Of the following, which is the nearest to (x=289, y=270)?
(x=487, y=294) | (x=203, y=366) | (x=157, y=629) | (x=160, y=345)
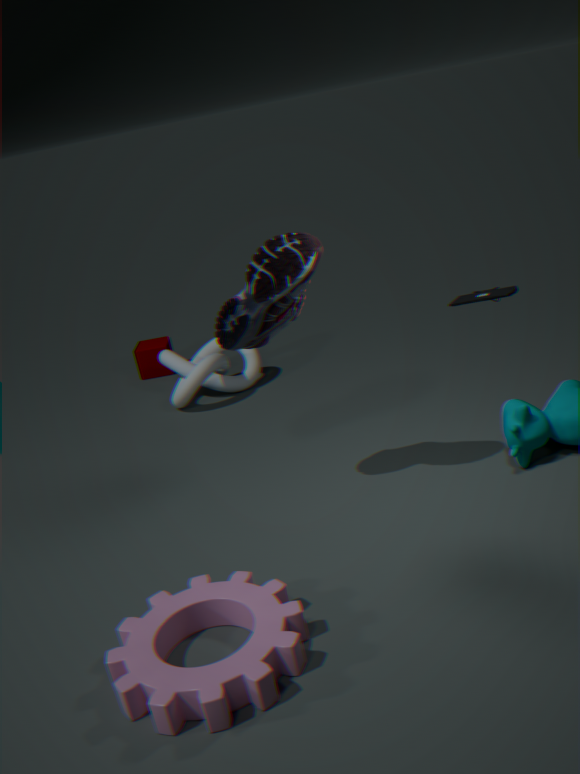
(x=487, y=294)
